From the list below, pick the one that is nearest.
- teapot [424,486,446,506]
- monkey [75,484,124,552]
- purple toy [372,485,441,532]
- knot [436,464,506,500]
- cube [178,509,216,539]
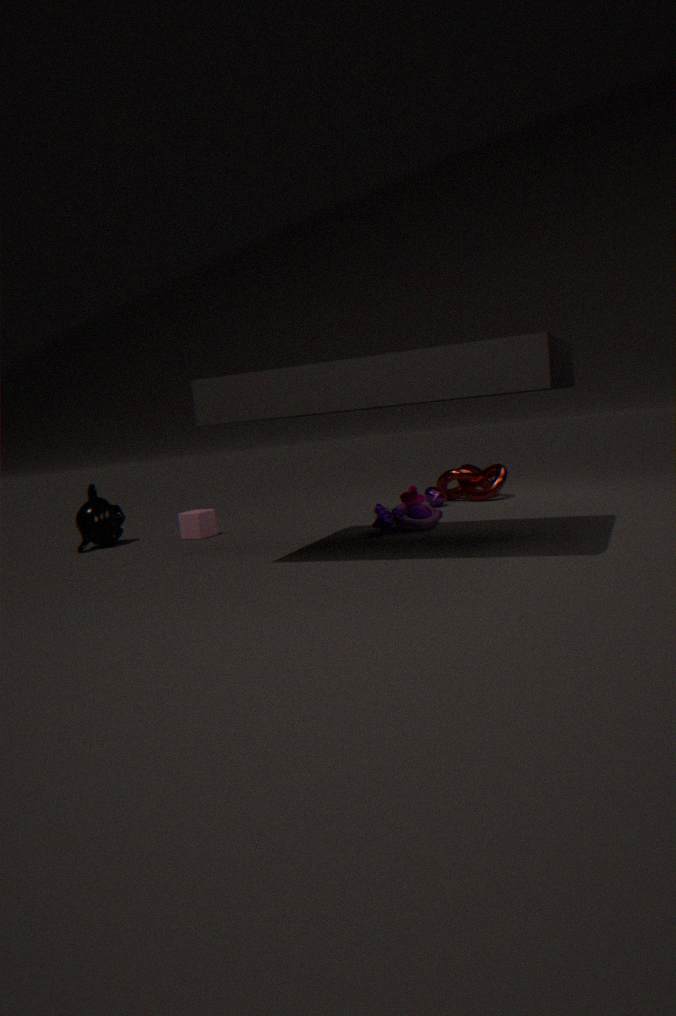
purple toy [372,485,441,532]
